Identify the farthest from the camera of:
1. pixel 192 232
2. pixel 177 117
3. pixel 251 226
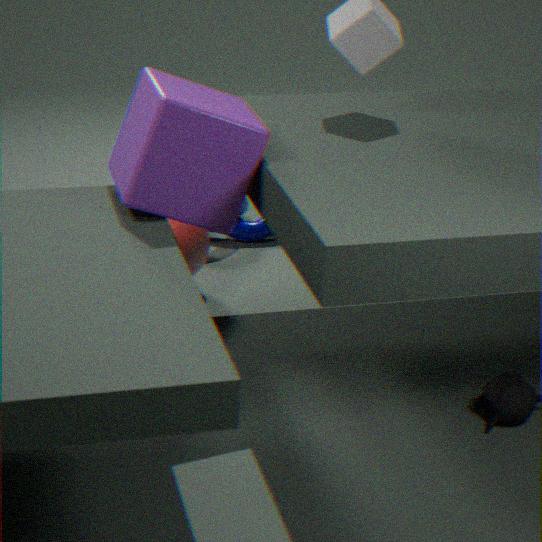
pixel 251 226
